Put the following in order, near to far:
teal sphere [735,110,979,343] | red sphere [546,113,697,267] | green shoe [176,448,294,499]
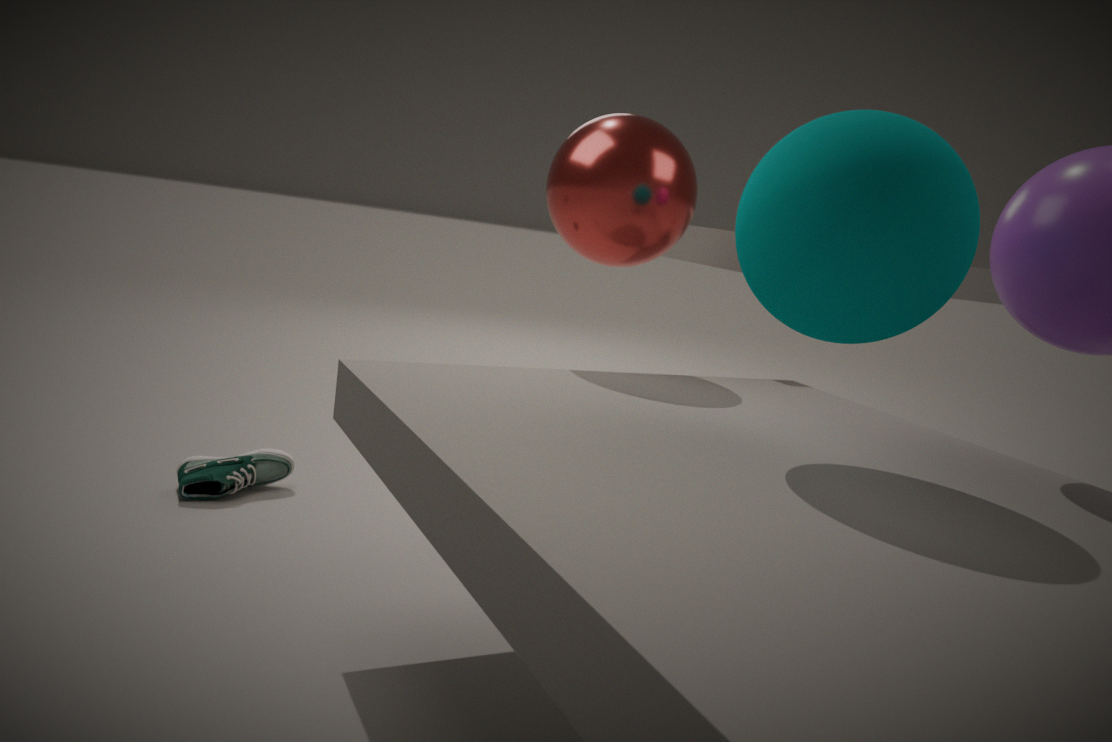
teal sphere [735,110,979,343] < red sphere [546,113,697,267] < green shoe [176,448,294,499]
